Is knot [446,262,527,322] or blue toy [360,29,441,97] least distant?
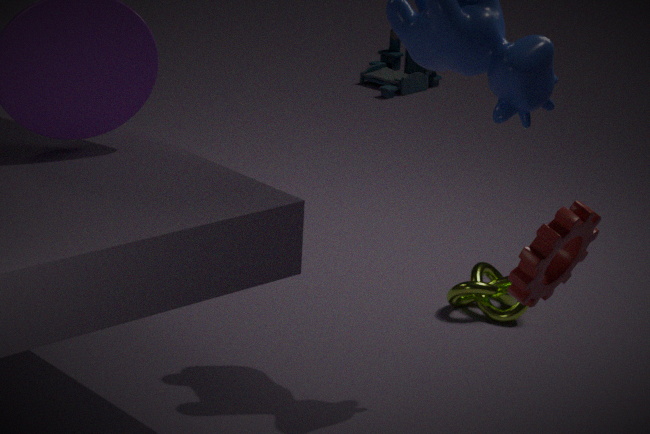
knot [446,262,527,322]
